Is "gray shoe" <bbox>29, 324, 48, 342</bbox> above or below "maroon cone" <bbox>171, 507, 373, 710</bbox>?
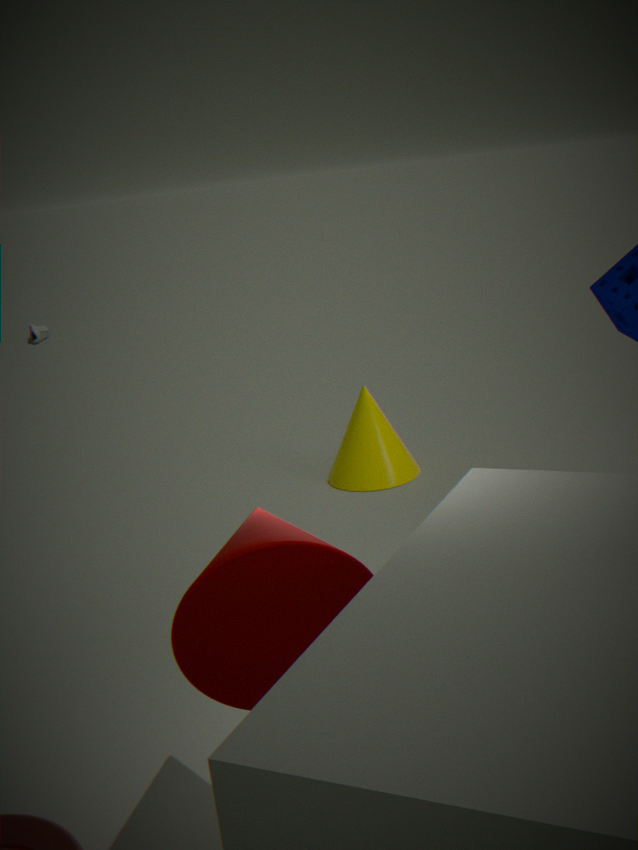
below
